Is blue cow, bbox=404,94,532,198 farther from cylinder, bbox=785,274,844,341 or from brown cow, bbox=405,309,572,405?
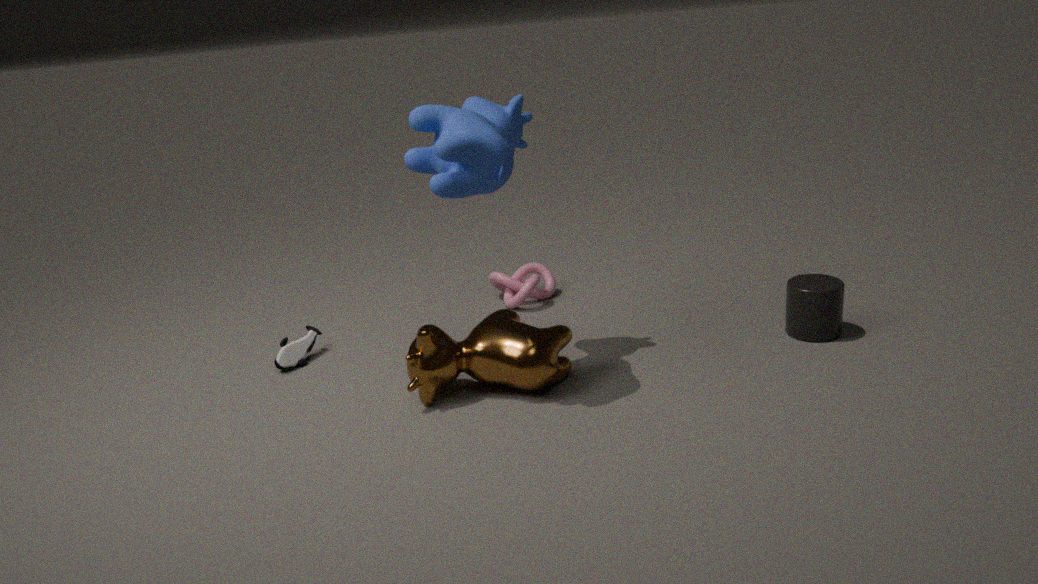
cylinder, bbox=785,274,844,341
